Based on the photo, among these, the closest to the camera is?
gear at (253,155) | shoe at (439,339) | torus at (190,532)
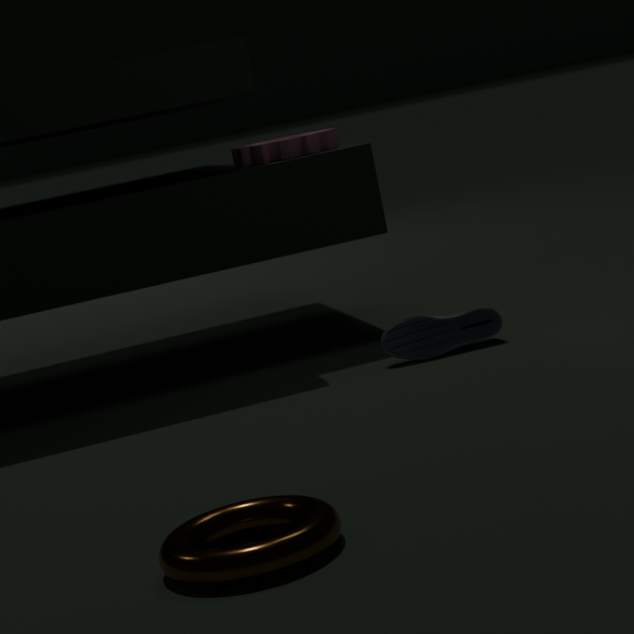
torus at (190,532)
